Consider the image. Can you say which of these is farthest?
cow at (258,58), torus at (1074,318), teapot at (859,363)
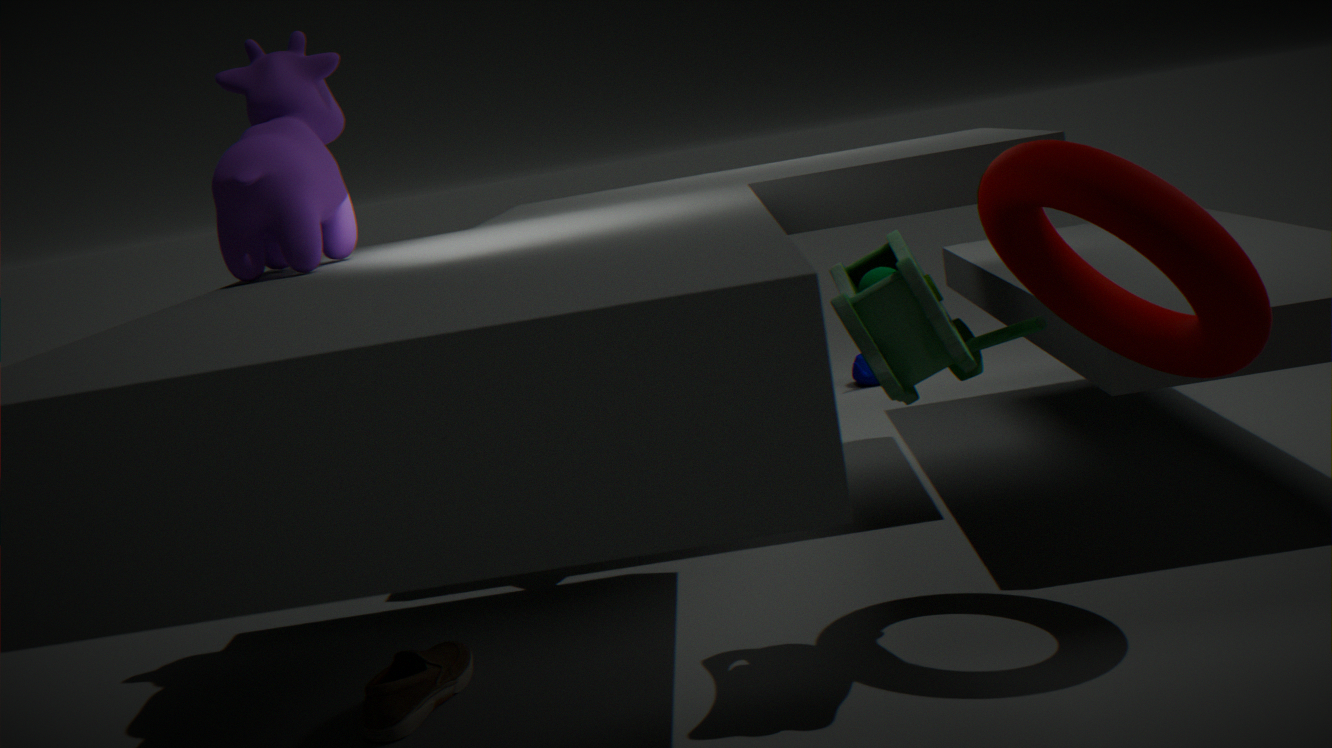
teapot at (859,363)
